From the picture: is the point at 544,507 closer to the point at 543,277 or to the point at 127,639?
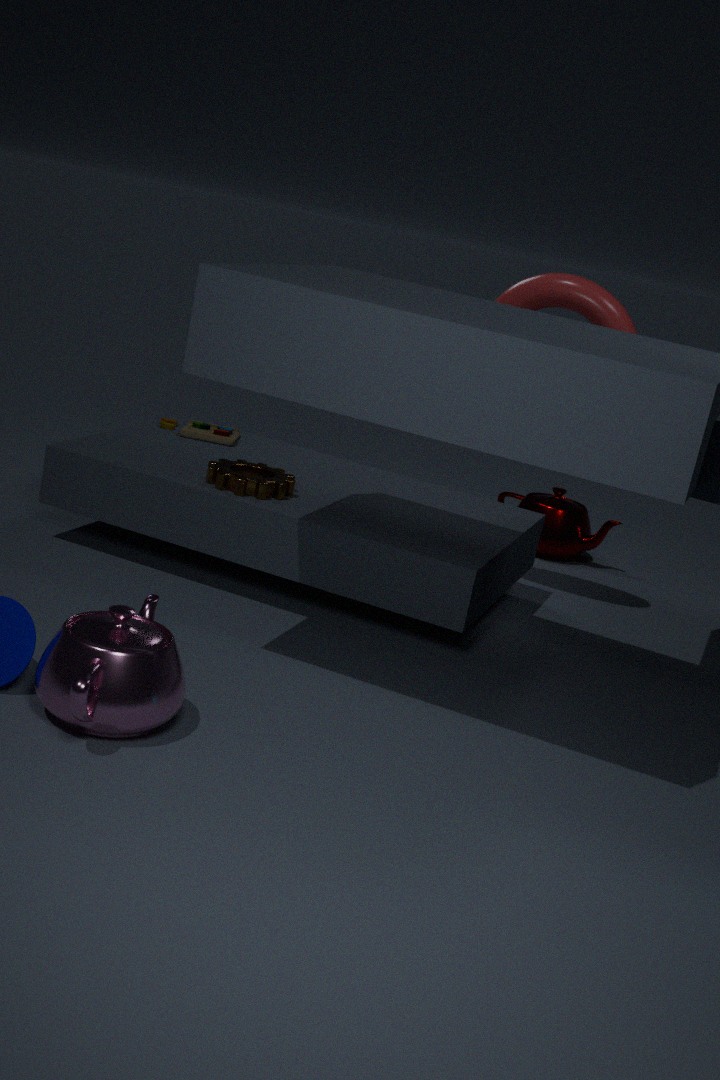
the point at 543,277
